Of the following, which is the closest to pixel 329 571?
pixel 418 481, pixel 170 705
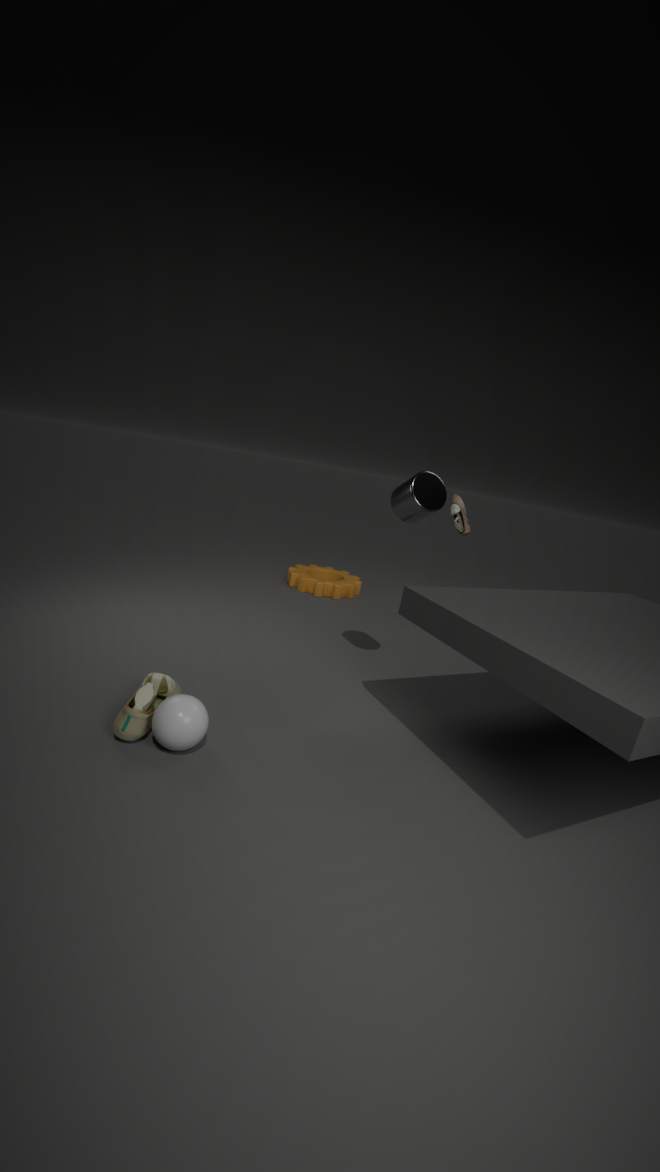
pixel 418 481
